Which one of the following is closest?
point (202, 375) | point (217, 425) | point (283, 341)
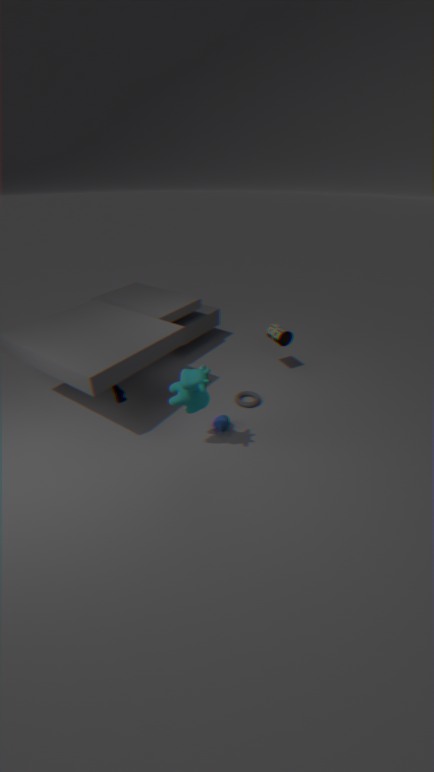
point (202, 375)
